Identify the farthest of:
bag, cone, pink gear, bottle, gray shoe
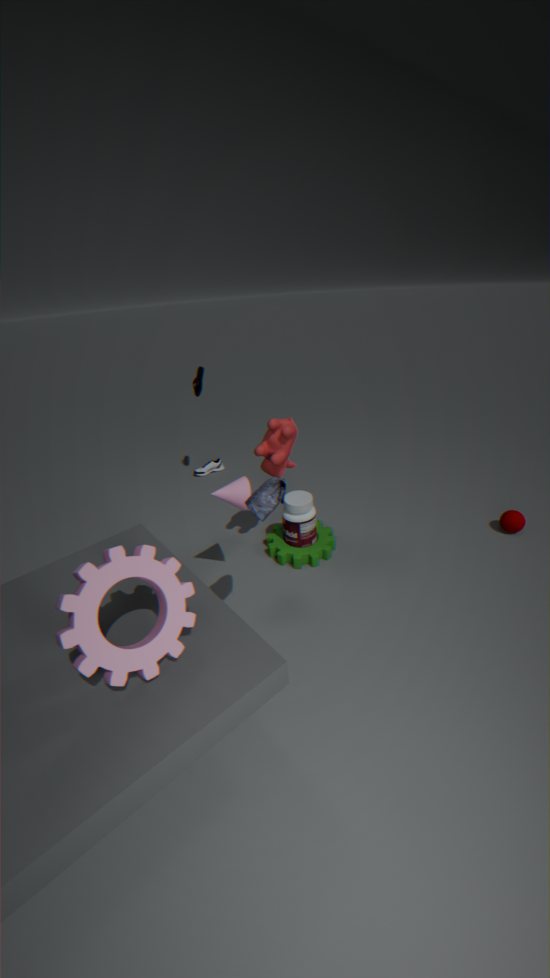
gray shoe
